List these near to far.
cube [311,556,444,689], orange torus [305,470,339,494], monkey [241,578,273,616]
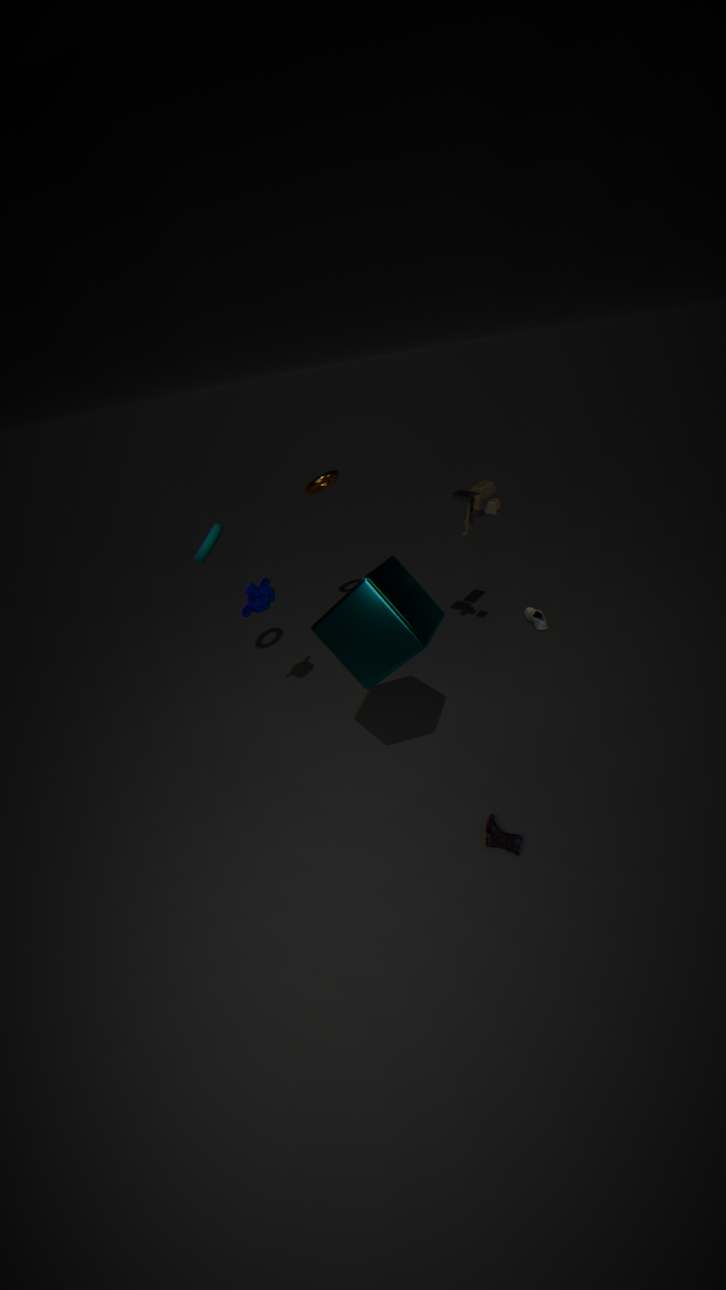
cube [311,556,444,689] → monkey [241,578,273,616] → orange torus [305,470,339,494]
